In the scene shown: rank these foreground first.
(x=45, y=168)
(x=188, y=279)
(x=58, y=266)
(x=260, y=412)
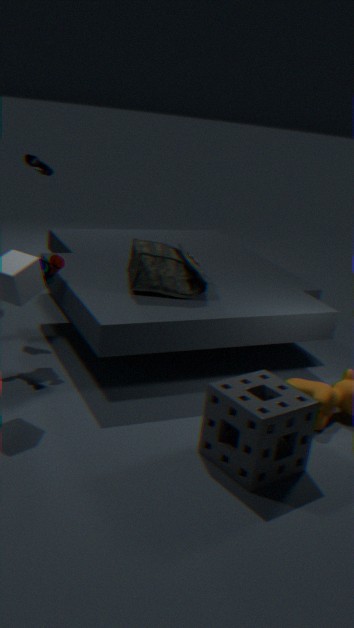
(x=260, y=412) → (x=58, y=266) → (x=188, y=279) → (x=45, y=168)
